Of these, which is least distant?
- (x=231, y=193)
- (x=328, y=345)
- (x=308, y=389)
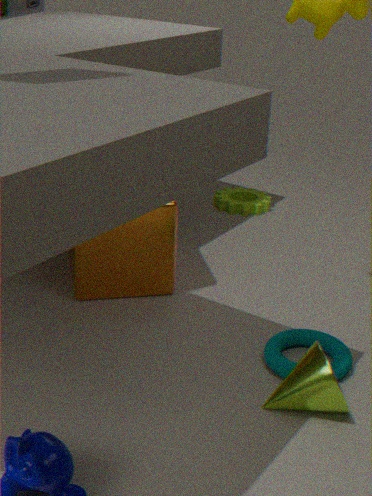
(x=308, y=389)
